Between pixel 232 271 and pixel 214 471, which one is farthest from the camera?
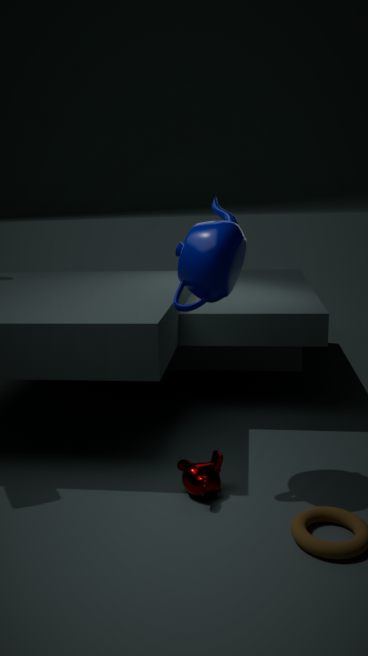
pixel 214 471
